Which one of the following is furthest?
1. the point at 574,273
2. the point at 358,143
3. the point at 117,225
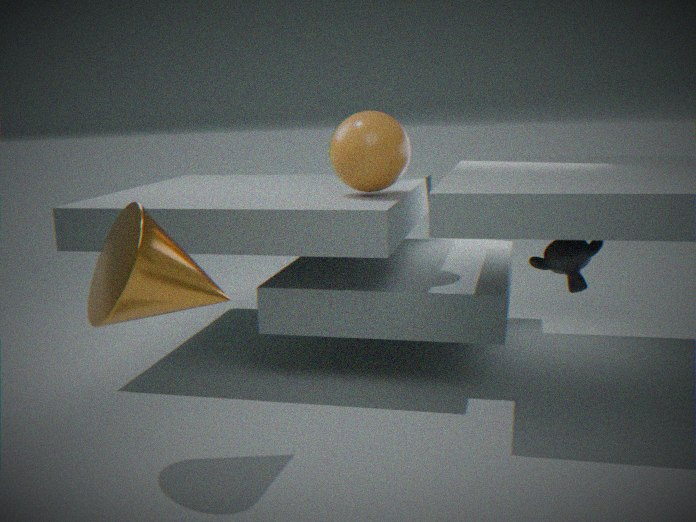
the point at 358,143
